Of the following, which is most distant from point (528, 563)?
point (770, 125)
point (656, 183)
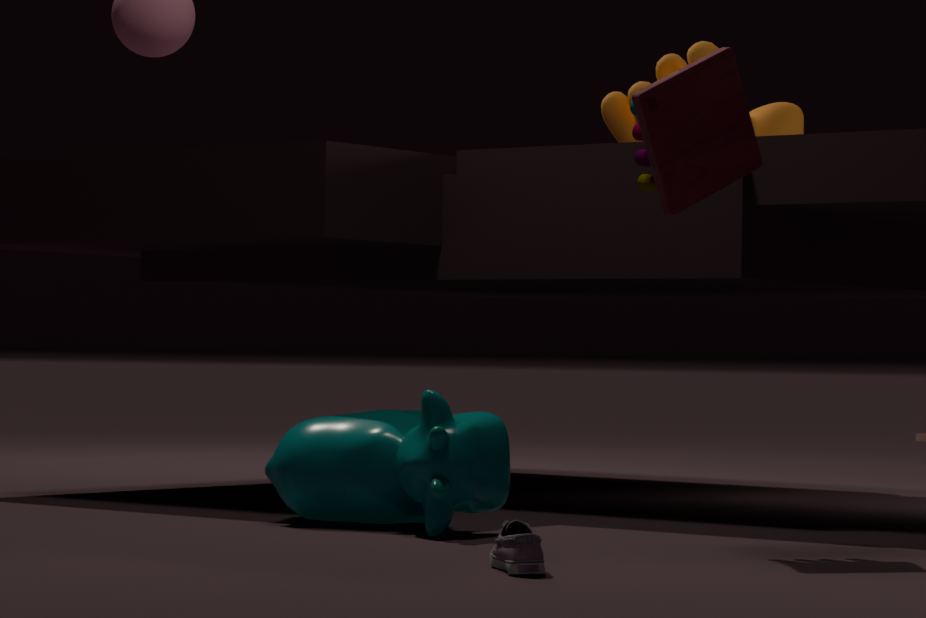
point (770, 125)
